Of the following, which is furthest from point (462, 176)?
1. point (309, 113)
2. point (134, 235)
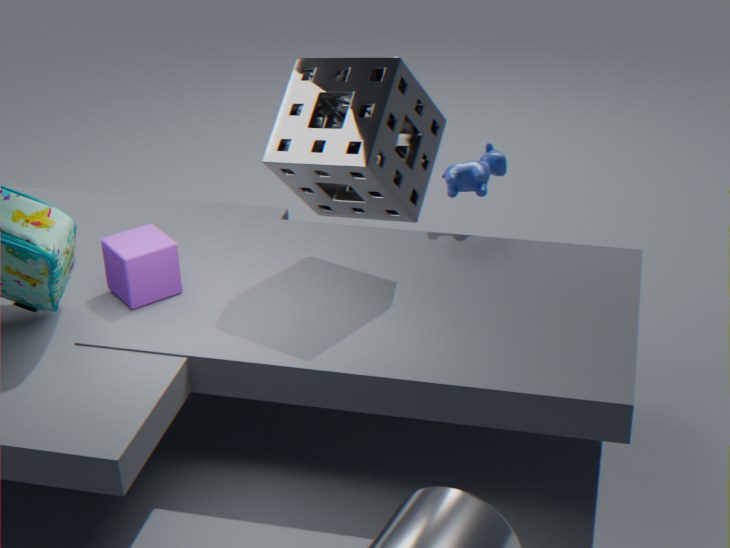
point (134, 235)
